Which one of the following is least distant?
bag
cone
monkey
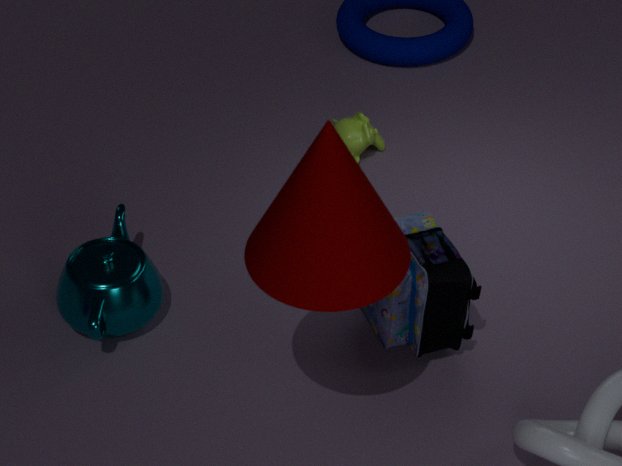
cone
